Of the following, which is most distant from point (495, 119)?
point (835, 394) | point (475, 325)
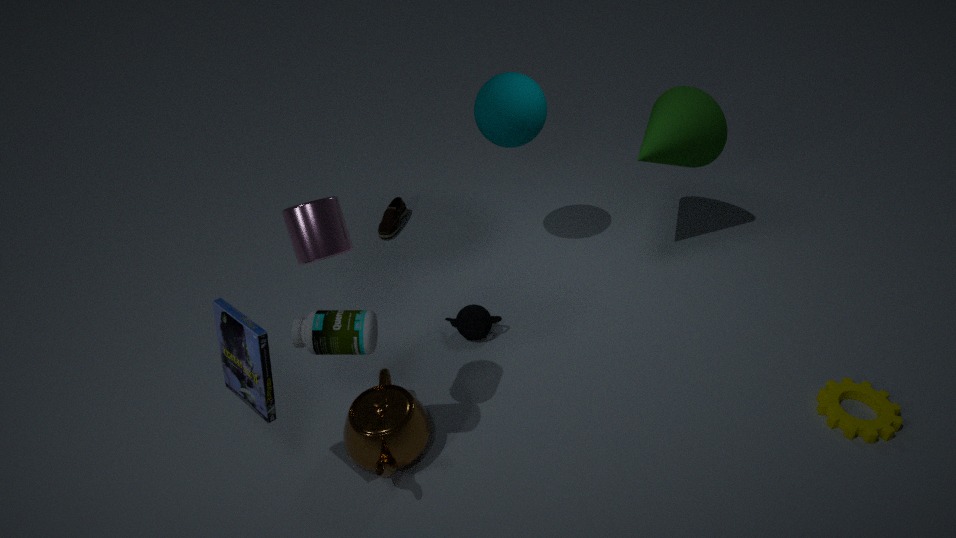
point (835, 394)
